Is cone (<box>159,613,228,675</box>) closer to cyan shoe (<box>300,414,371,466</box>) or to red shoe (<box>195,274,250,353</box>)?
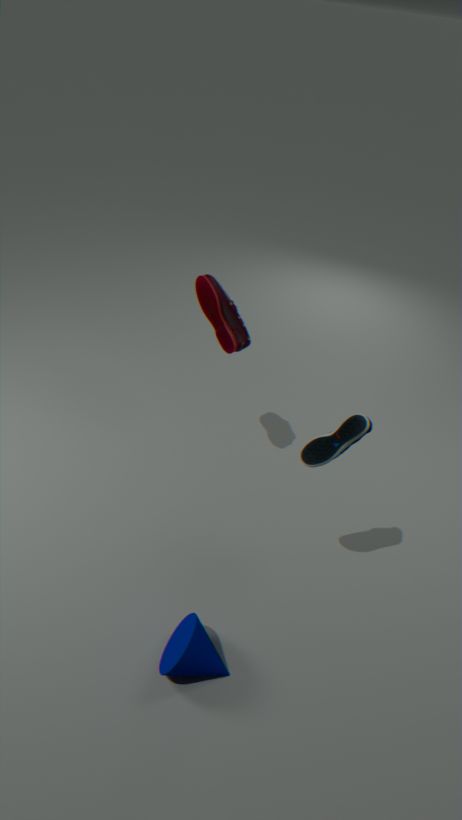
cyan shoe (<box>300,414,371,466</box>)
